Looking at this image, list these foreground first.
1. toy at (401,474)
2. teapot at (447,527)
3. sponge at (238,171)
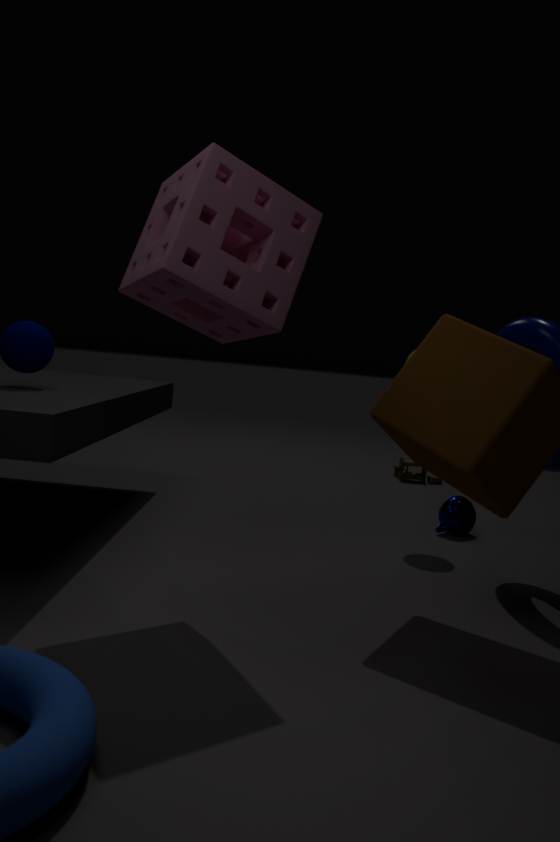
sponge at (238,171) < teapot at (447,527) < toy at (401,474)
